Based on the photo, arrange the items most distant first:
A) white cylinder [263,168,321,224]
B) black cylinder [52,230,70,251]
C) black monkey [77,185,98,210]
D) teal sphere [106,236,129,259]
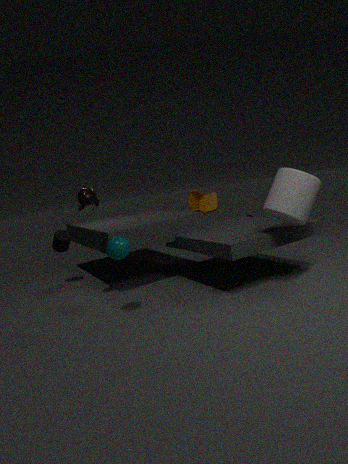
black cylinder [52,230,70,251] < black monkey [77,185,98,210] < white cylinder [263,168,321,224] < teal sphere [106,236,129,259]
